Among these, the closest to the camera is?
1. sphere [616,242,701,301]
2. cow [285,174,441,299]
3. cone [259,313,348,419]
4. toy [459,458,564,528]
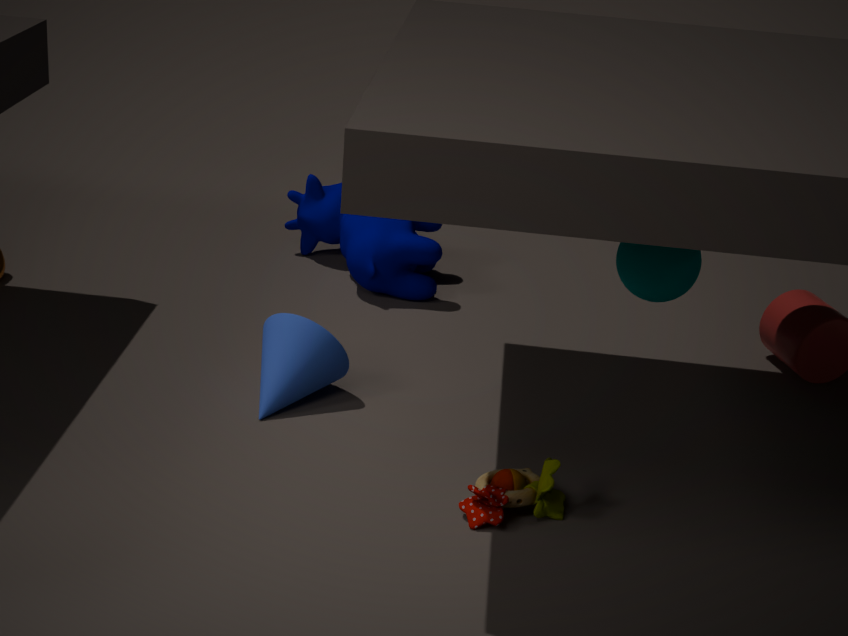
toy [459,458,564,528]
